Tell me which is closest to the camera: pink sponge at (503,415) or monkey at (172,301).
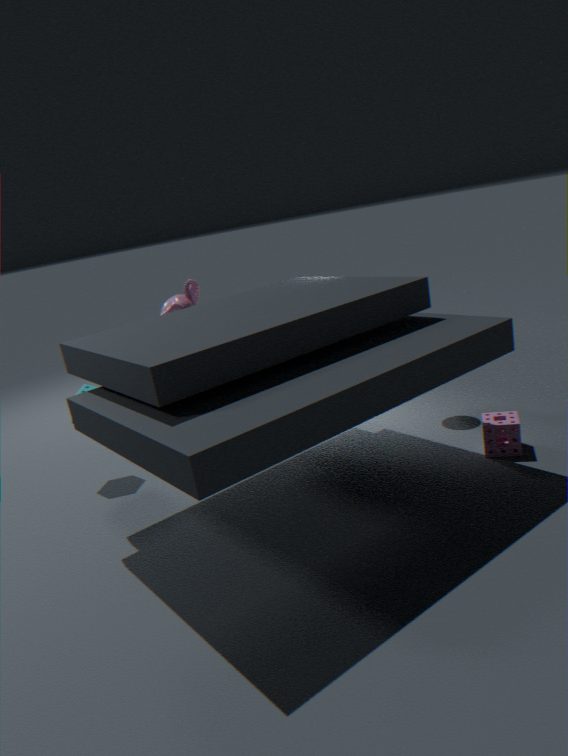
pink sponge at (503,415)
